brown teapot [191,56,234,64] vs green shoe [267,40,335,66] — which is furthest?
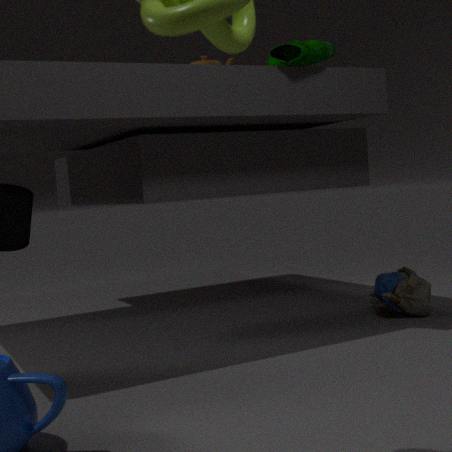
brown teapot [191,56,234,64]
